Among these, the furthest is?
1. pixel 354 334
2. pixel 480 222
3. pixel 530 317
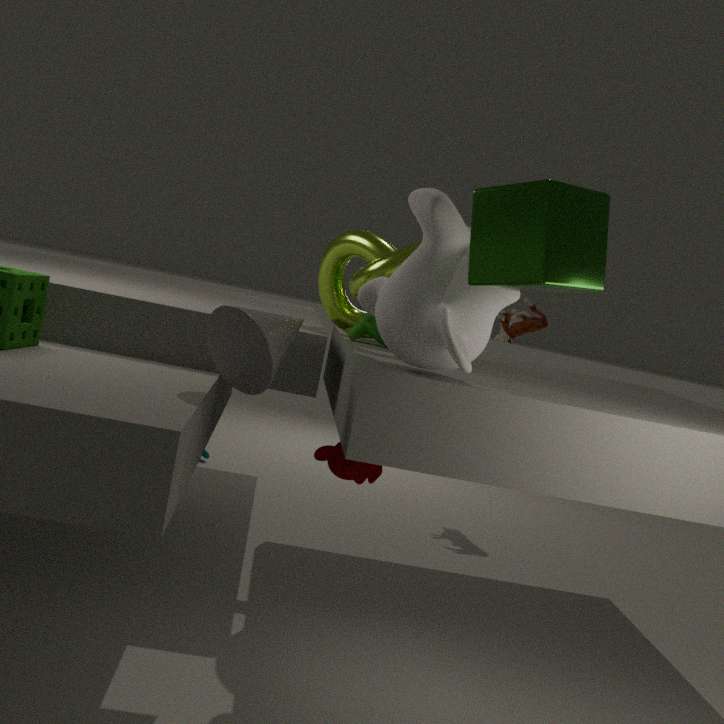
pixel 530 317
